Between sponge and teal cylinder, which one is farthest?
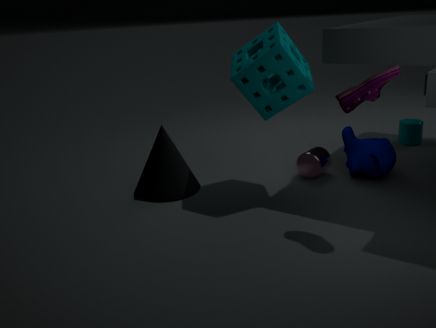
teal cylinder
